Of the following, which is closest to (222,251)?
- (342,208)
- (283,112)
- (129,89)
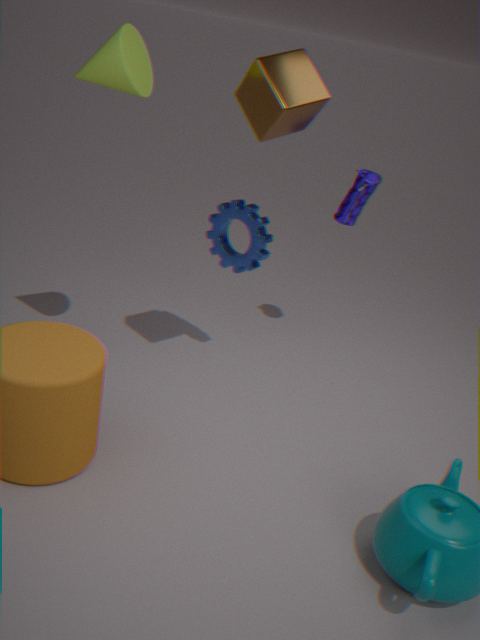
(342,208)
